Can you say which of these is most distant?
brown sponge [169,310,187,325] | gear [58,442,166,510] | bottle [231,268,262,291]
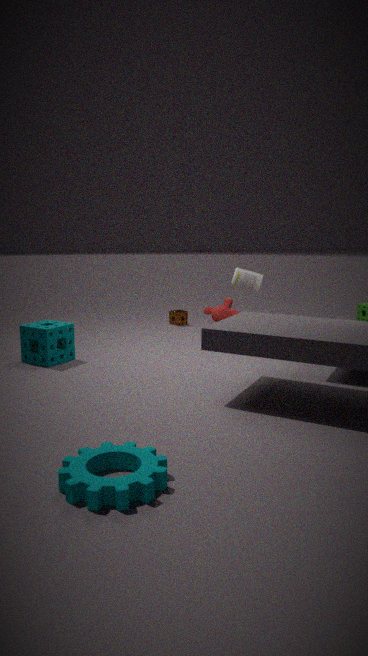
brown sponge [169,310,187,325]
